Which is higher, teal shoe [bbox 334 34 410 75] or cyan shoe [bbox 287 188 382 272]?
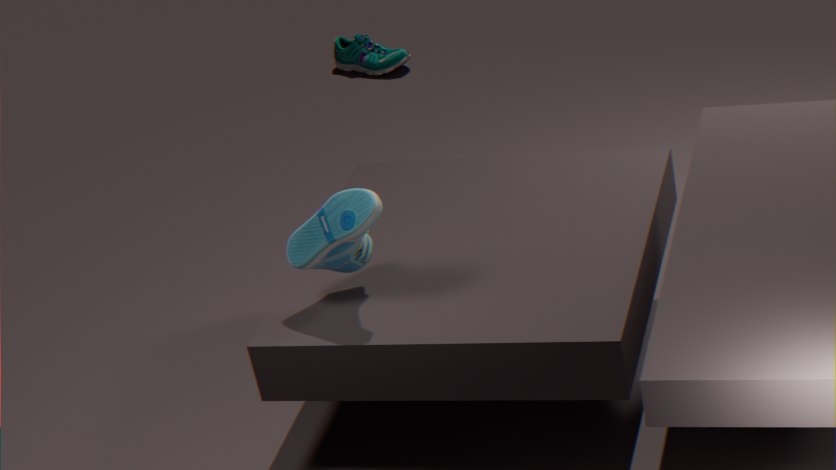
cyan shoe [bbox 287 188 382 272]
